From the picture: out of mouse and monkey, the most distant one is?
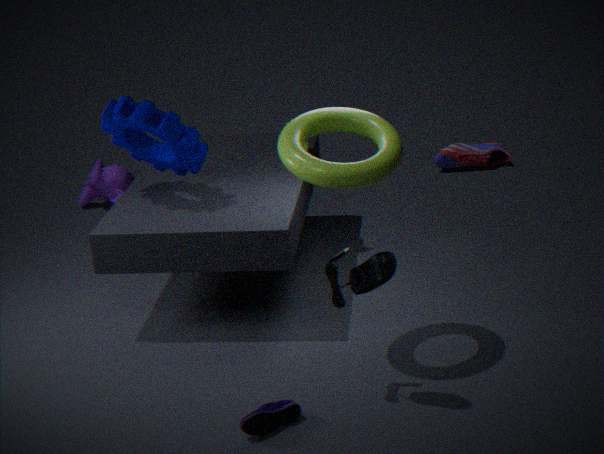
monkey
